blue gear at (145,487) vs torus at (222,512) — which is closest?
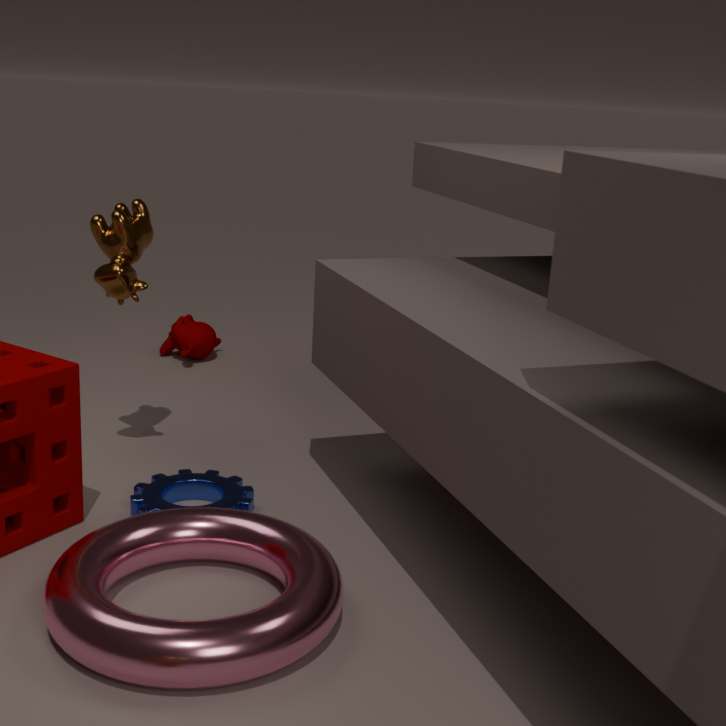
torus at (222,512)
